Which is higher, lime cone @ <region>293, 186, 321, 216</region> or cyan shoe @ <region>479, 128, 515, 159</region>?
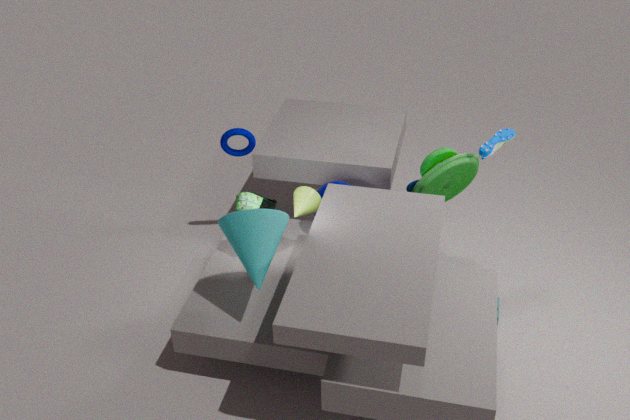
cyan shoe @ <region>479, 128, 515, 159</region>
